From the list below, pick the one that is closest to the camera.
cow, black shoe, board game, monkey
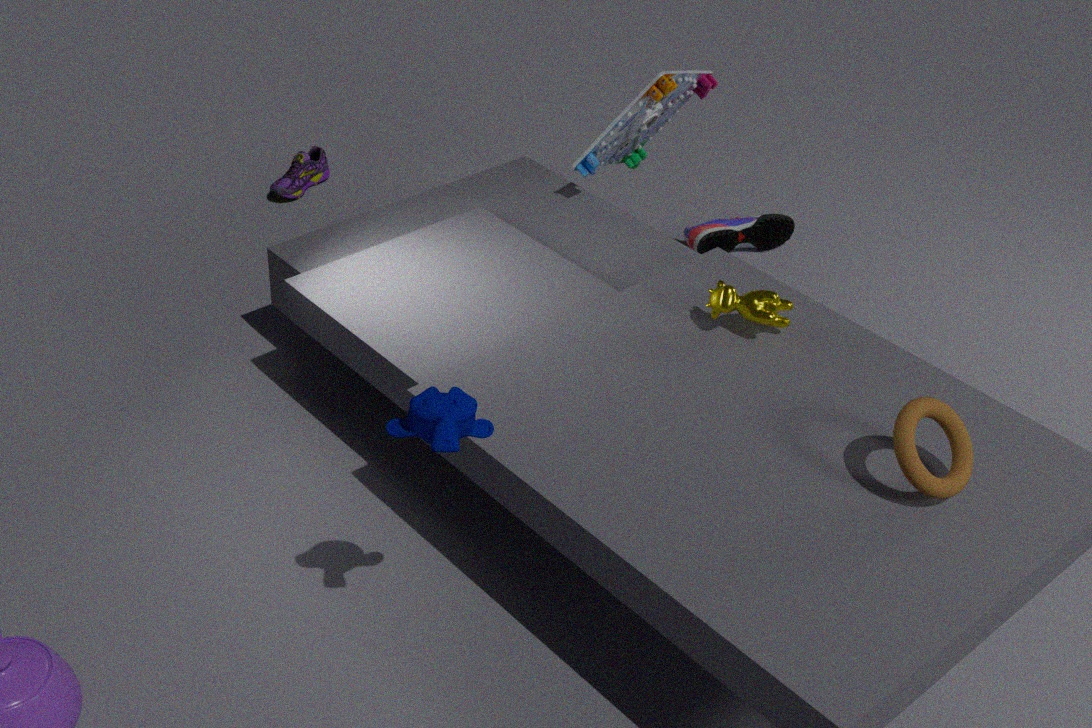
monkey
